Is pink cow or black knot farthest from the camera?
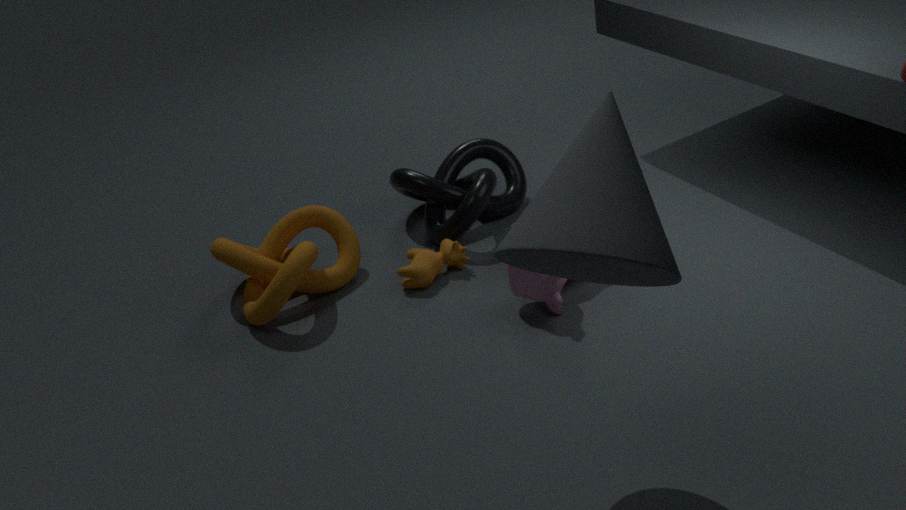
black knot
